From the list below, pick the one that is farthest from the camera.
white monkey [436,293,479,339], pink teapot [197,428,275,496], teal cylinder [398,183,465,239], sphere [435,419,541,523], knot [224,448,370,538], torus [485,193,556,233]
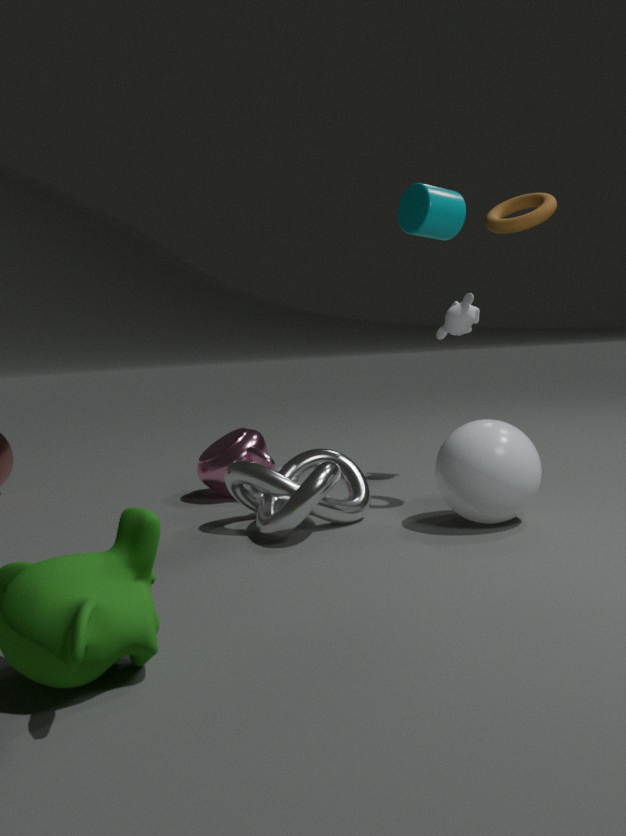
white monkey [436,293,479,339]
